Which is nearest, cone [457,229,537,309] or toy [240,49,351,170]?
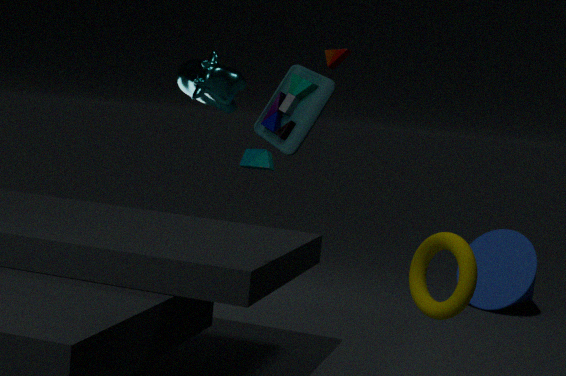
toy [240,49,351,170]
